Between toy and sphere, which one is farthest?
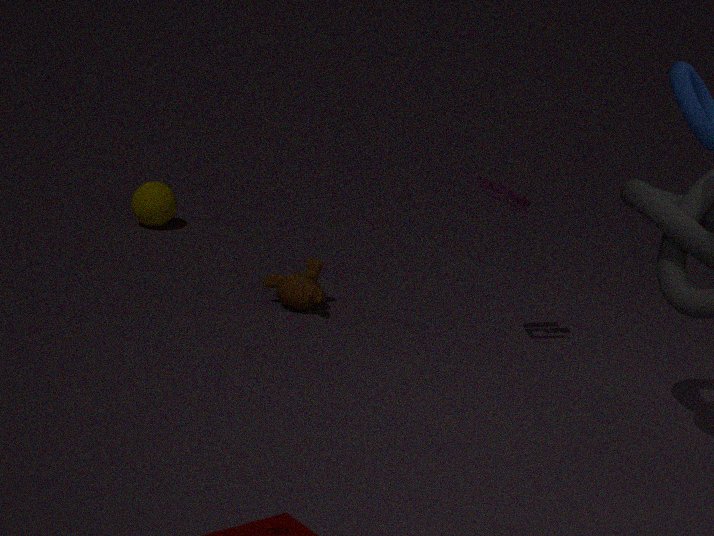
sphere
